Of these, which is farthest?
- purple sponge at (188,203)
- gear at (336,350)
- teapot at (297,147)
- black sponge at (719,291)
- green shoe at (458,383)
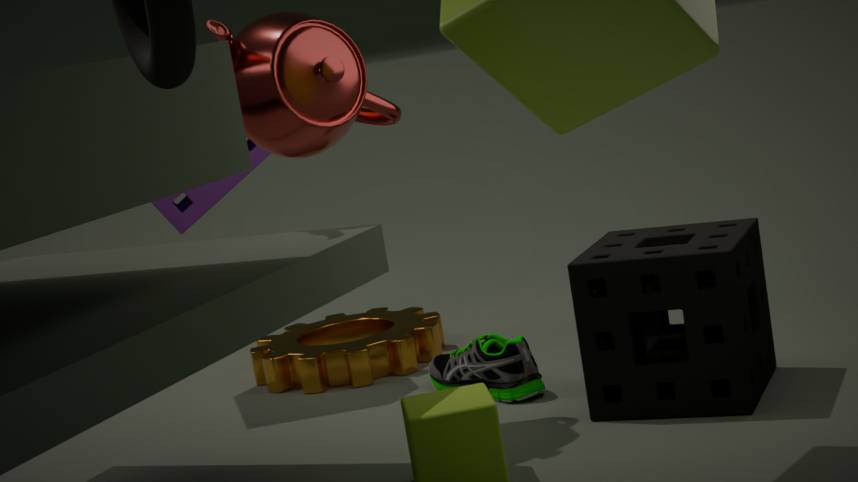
gear at (336,350)
